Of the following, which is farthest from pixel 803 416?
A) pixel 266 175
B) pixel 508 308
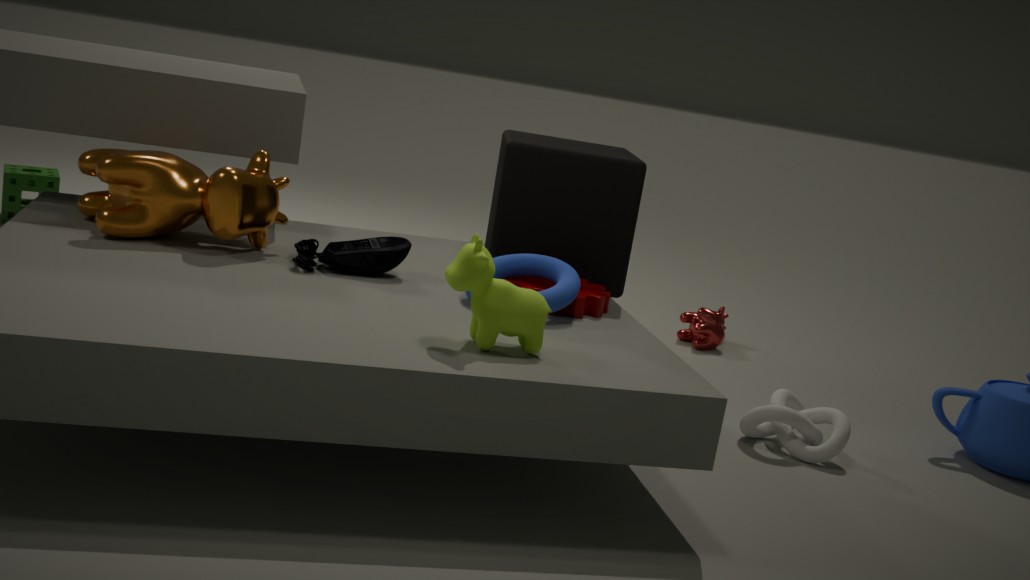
pixel 266 175
